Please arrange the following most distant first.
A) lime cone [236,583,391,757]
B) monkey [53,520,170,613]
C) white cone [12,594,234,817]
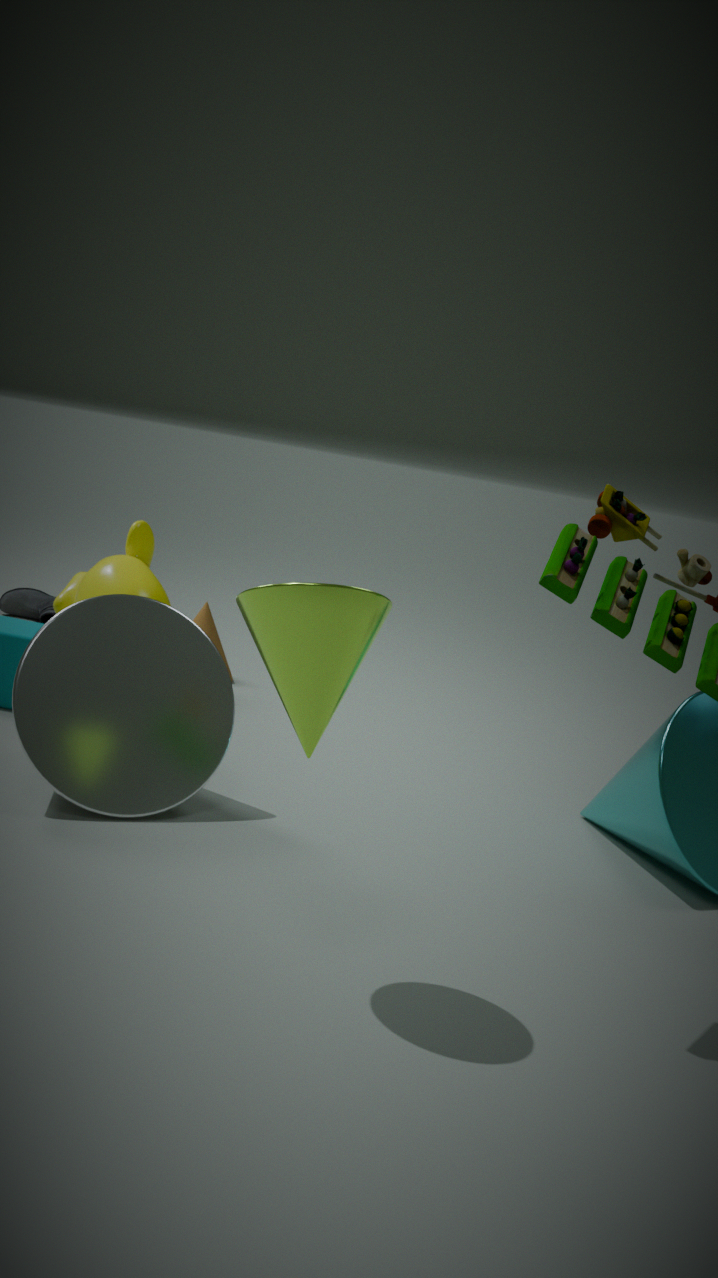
monkey [53,520,170,613]
white cone [12,594,234,817]
lime cone [236,583,391,757]
